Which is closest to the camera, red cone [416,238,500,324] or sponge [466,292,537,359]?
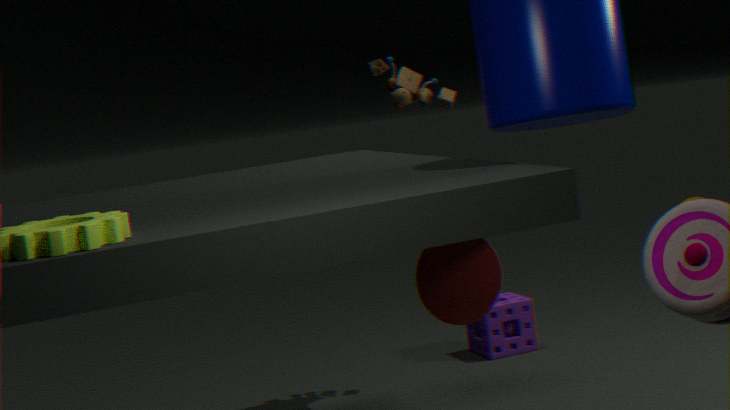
red cone [416,238,500,324]
